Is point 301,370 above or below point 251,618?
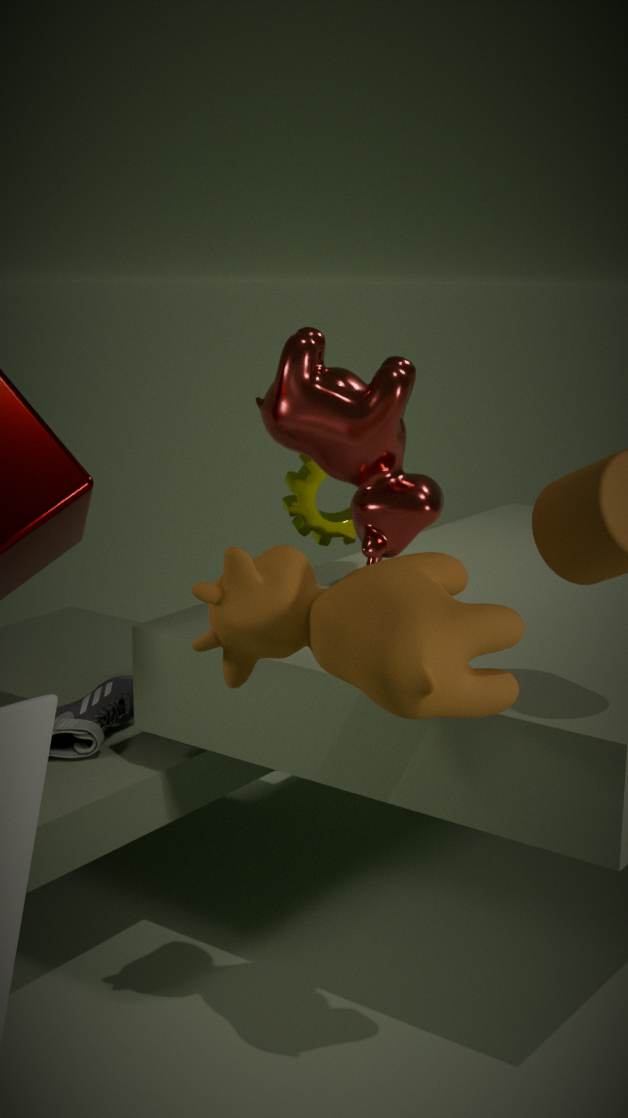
above
